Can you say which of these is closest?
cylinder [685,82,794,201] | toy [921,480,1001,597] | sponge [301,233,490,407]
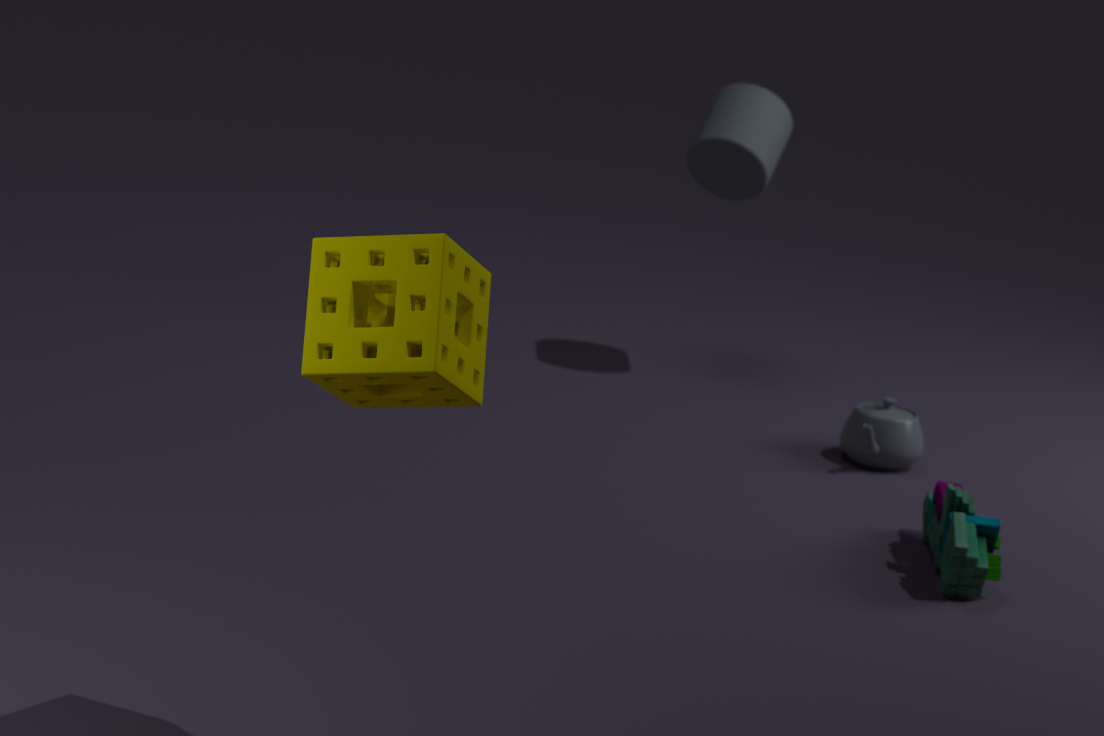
sponge [301,233,490,407]
